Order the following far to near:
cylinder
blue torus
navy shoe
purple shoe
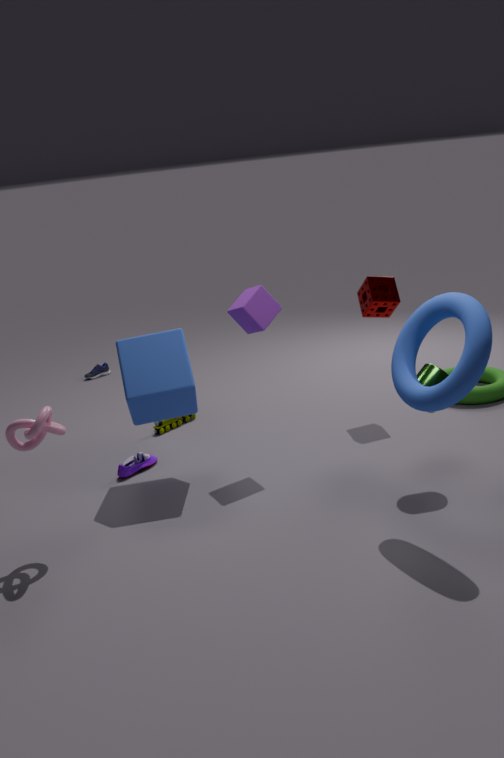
navy shoe, purple shoe, cylinder, blue torus
